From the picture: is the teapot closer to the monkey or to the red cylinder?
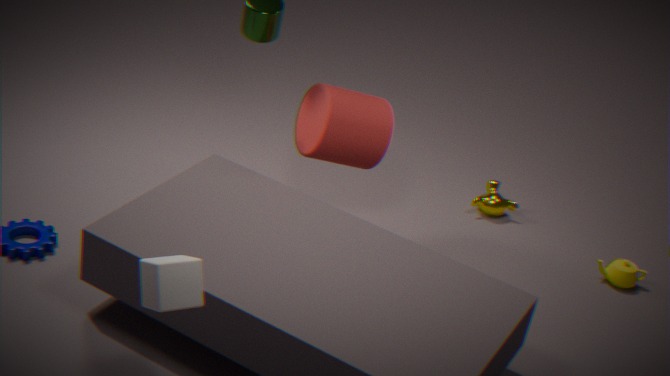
the monkey
